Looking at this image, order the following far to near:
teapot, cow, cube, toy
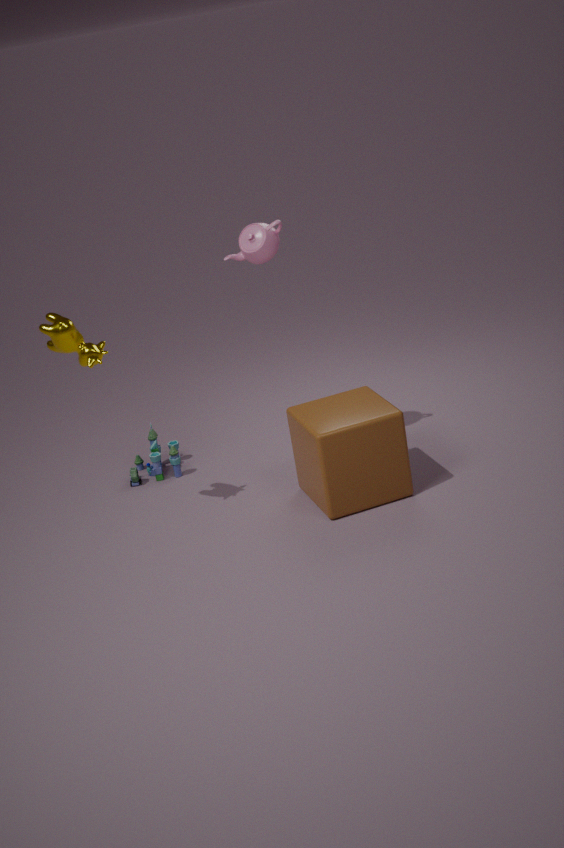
toy, teapot, cube, cow
